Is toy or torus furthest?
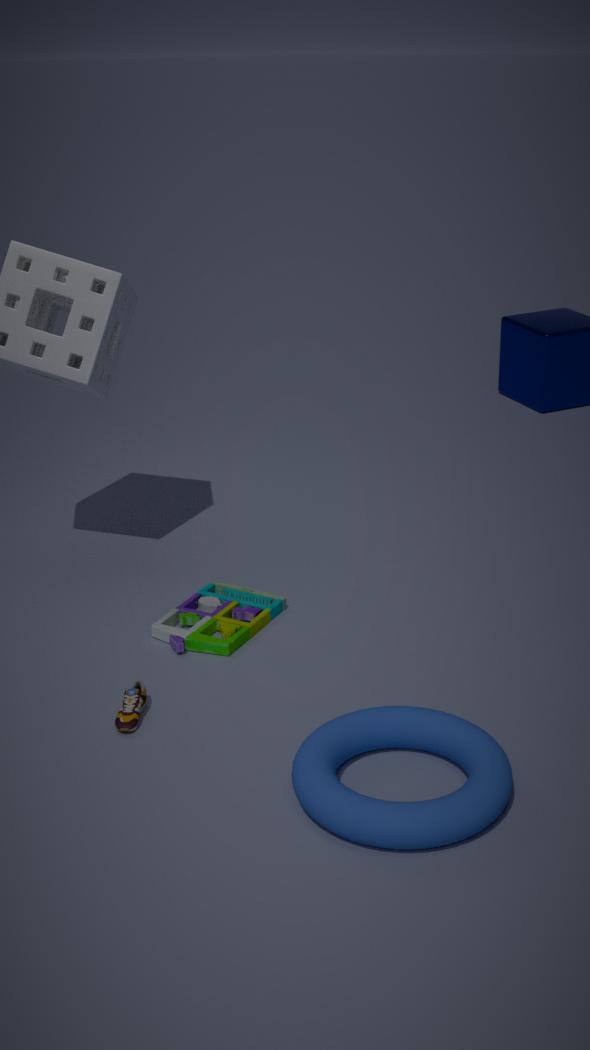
toy
